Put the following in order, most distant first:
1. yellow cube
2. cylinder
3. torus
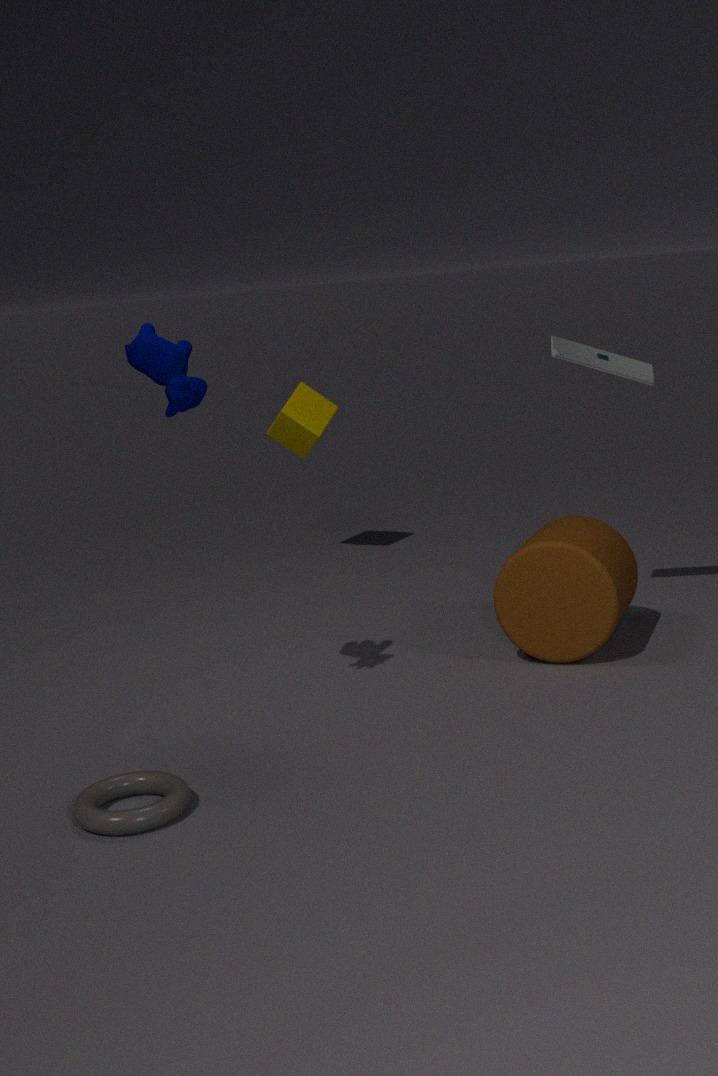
yellow cube → cylinder → torus
